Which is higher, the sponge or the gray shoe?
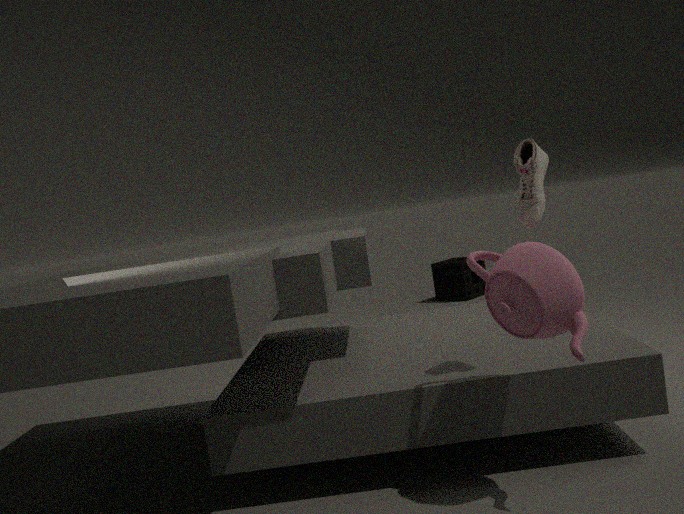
the gray shoe
